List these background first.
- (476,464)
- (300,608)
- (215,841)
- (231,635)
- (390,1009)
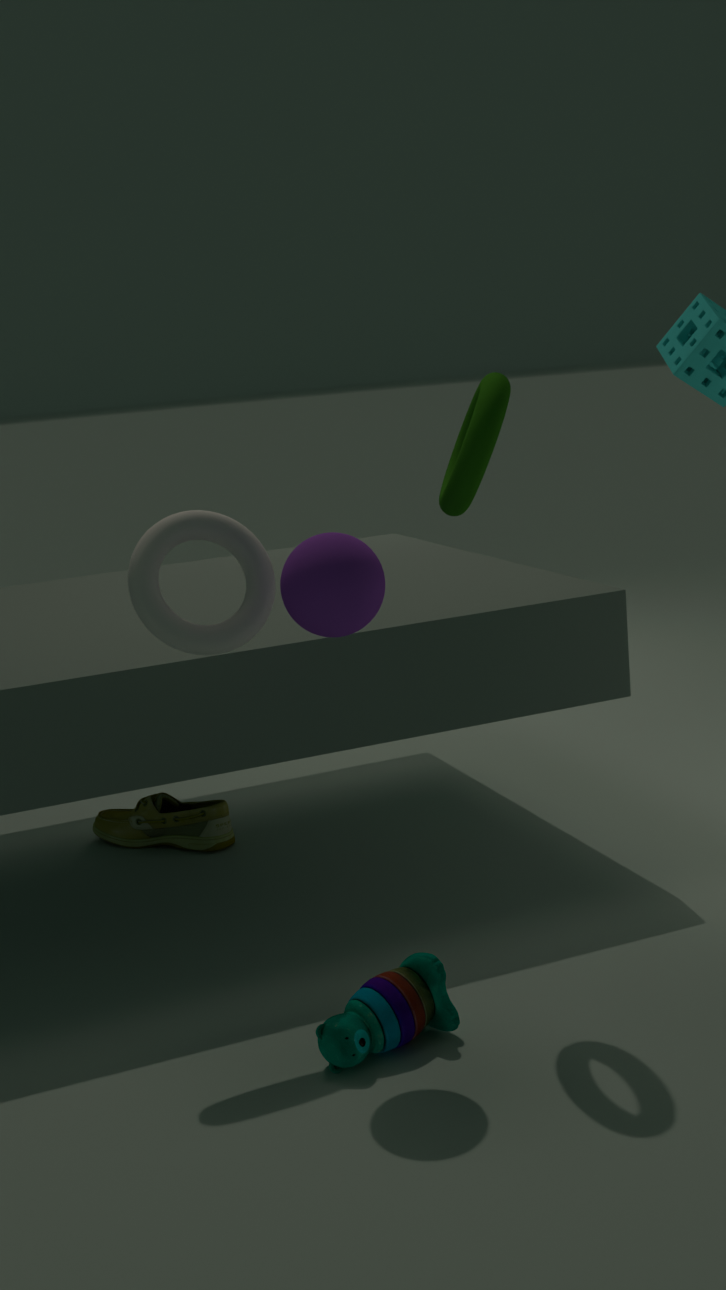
(215,841), (231,635), (476,464), (300,608), (390,1009)
